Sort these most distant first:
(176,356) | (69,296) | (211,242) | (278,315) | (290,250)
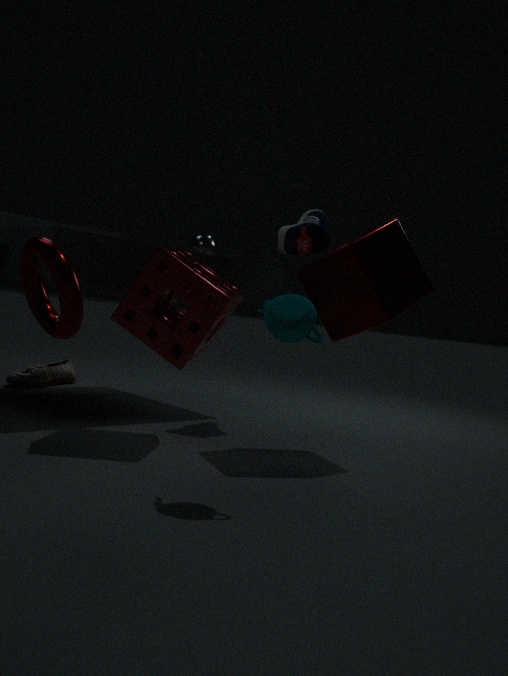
(211,242) → (290,250) → (176,356) → (278,315) → (69,296)
